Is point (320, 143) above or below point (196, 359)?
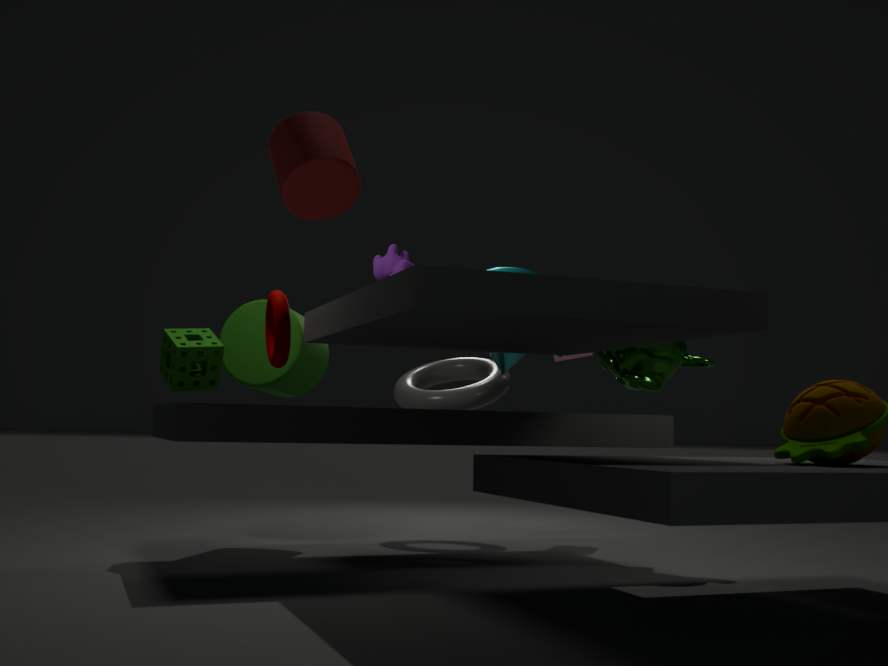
above
